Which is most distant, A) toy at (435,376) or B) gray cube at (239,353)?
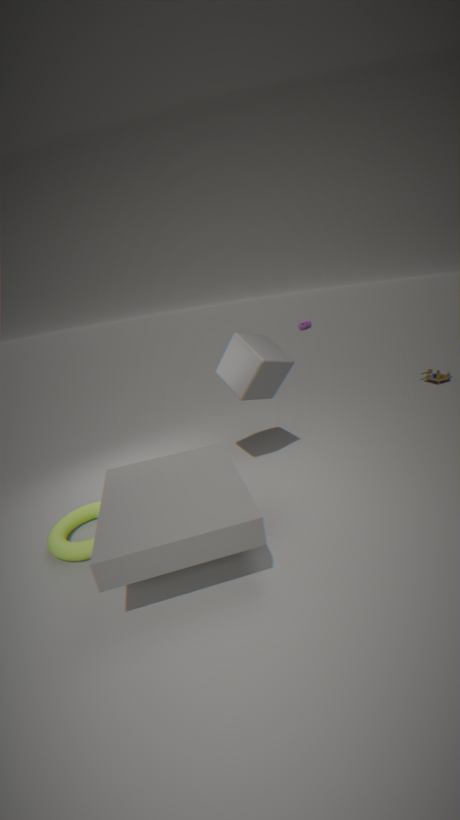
A. toy at (435,376)
